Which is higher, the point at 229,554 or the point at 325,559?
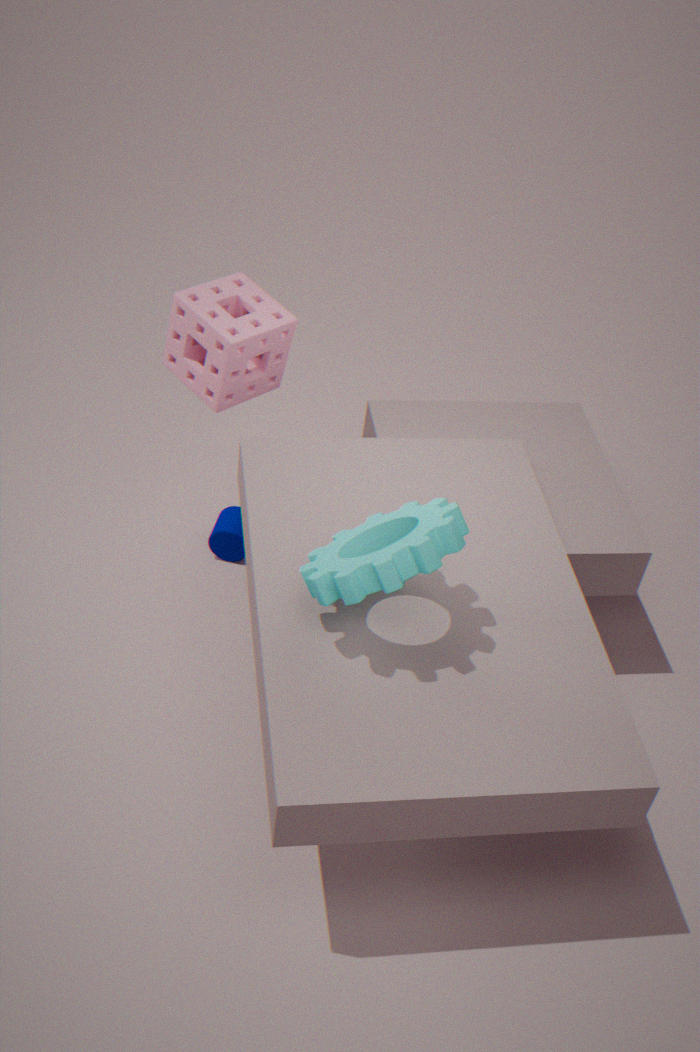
the point at 325,559
